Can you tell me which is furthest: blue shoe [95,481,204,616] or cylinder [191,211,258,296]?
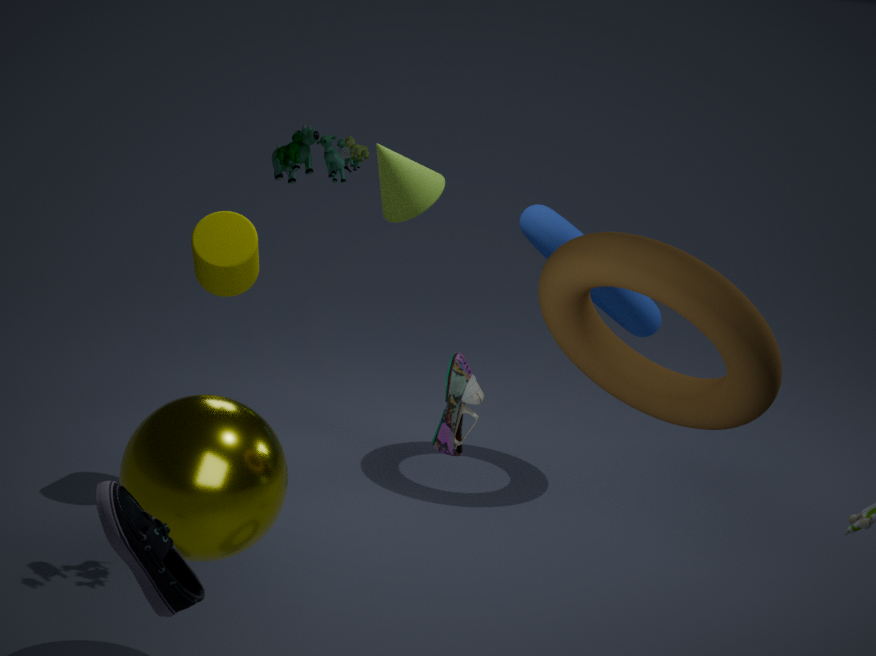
cylinder [191,211,258,296]
